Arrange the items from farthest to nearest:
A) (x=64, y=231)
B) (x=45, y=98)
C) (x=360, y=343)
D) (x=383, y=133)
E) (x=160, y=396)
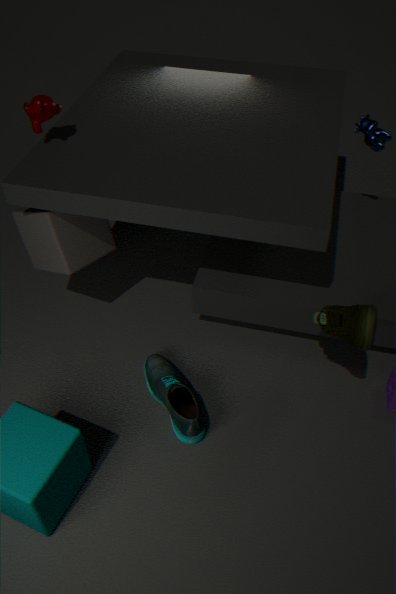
(x=383, y=133) → (x=64, y=231) → (x=45, y=98) → (x=160, y=396) → (x=360, y=343)
